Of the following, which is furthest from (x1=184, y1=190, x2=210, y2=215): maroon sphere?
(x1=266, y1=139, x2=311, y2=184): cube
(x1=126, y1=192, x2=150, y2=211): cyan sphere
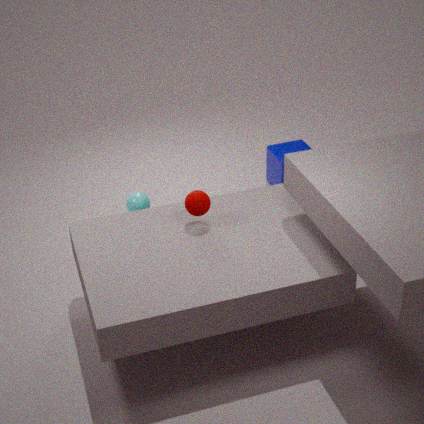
(x1=266, y1=139, x2=311, y2=184): cube
